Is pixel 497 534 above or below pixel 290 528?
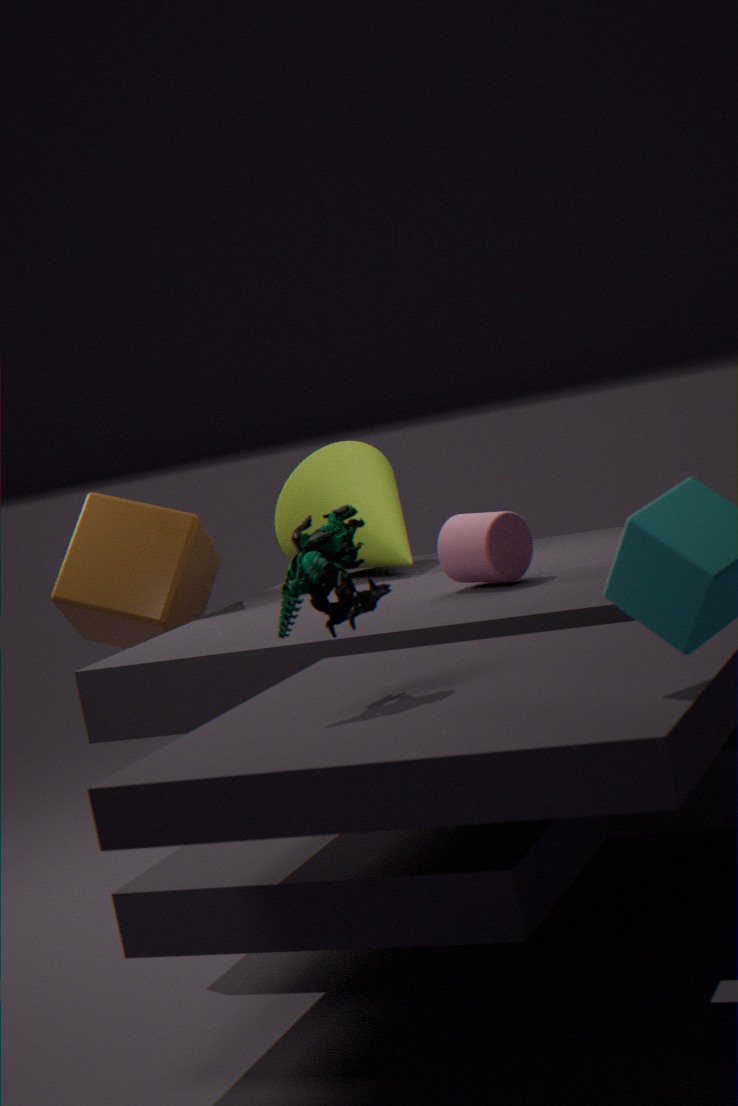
below
